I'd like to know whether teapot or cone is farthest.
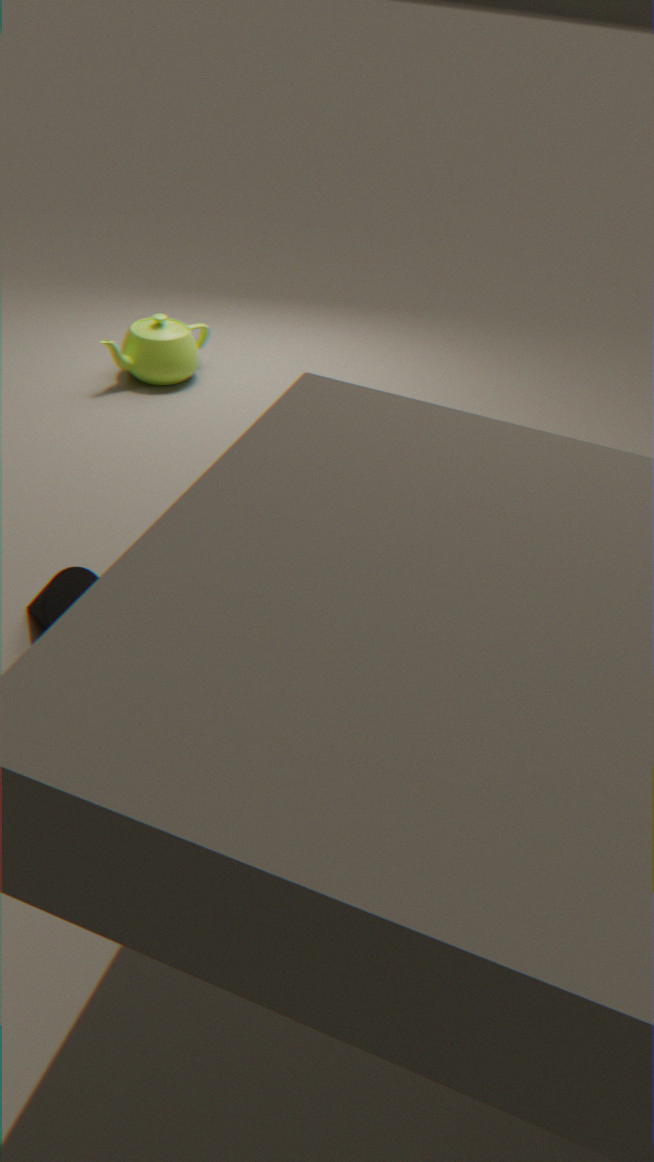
teapot
